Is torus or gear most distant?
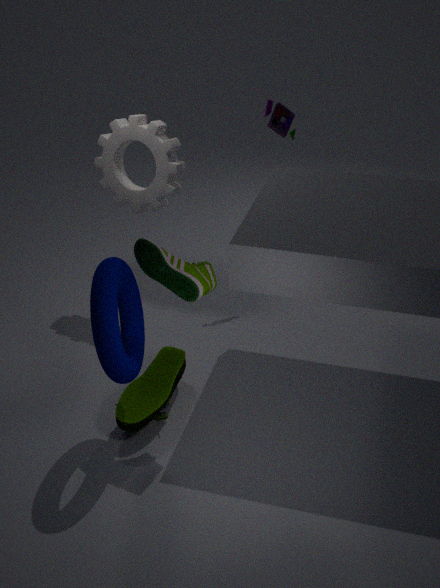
gear
